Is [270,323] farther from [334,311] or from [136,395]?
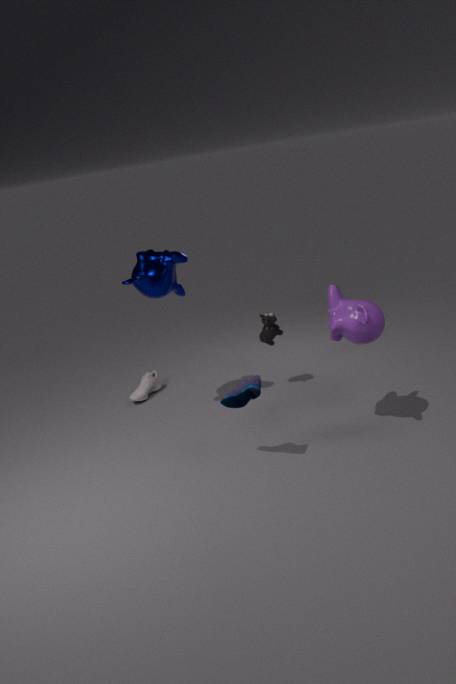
[136,395]
